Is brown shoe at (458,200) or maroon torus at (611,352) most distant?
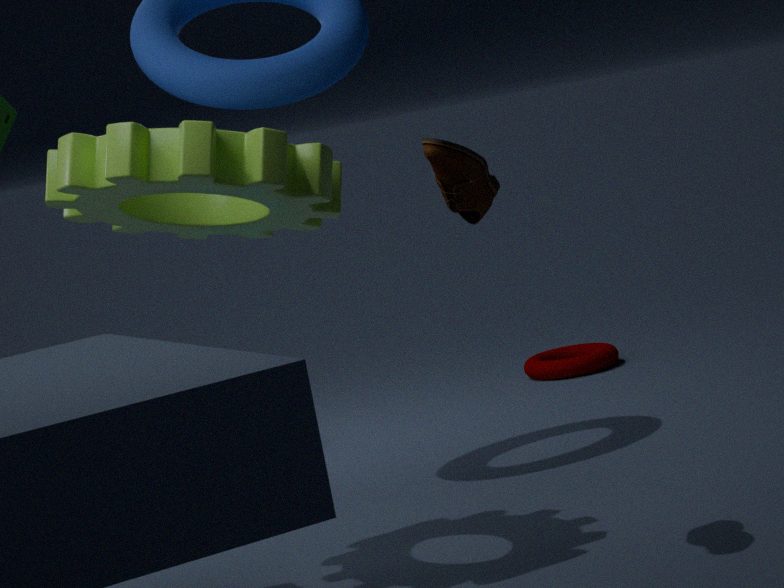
maroon torus at (611,352)
